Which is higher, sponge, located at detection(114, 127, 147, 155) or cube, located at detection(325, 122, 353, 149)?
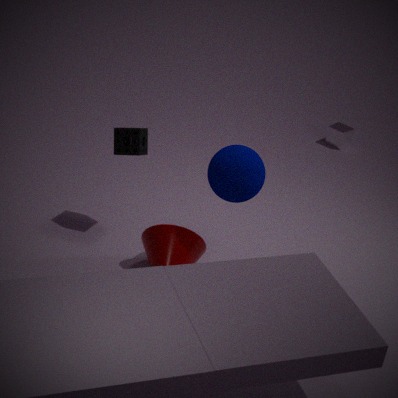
sponge, located at detection(114, 127, 147, 155)
